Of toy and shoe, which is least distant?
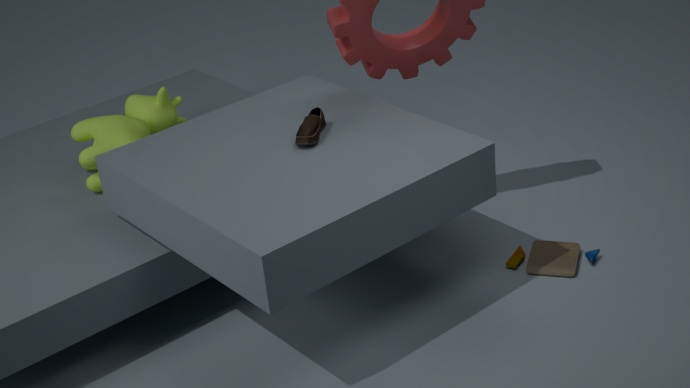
shoe
